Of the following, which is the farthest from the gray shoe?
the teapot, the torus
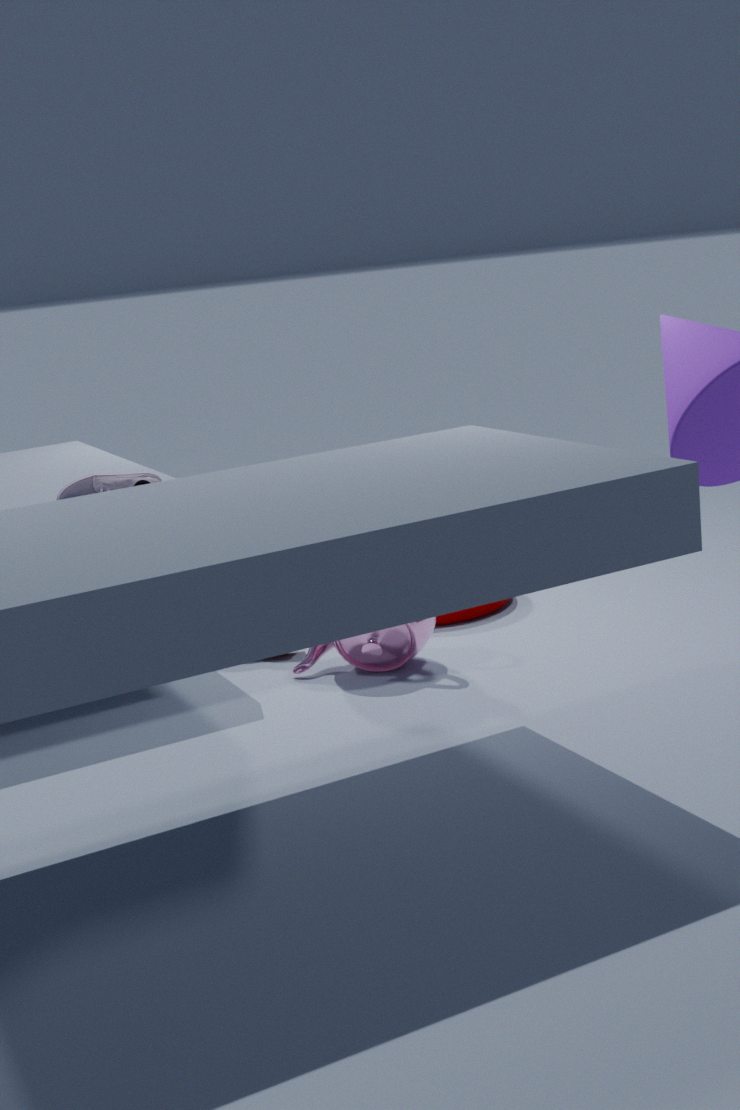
the torus
